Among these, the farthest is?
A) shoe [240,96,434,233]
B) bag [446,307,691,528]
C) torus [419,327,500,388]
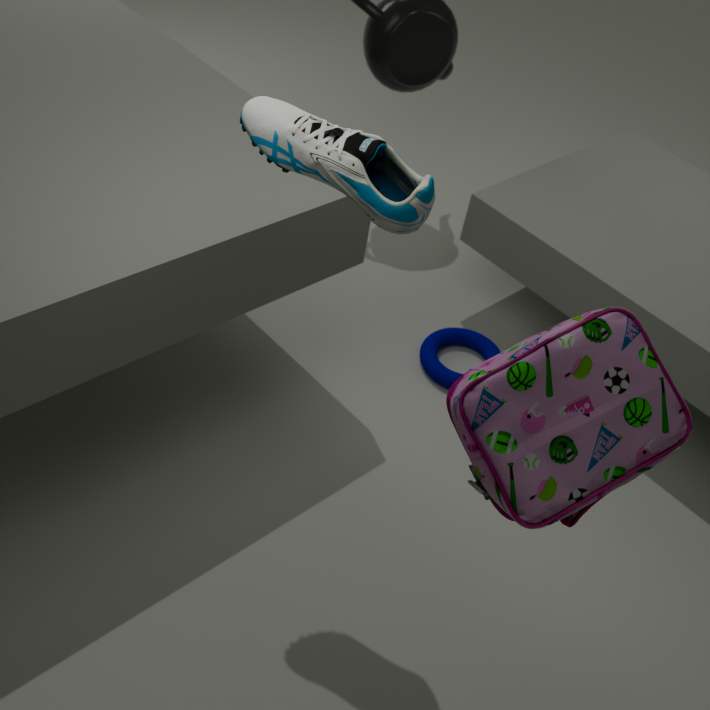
torus [419,327,500,388]
